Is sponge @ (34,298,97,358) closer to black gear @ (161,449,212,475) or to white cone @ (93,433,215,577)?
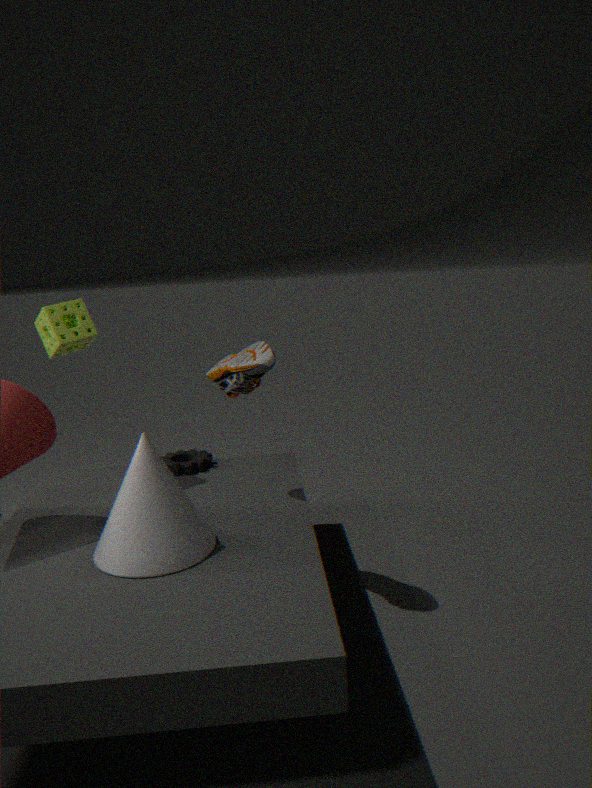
black gear @ (161,449,212,475)
